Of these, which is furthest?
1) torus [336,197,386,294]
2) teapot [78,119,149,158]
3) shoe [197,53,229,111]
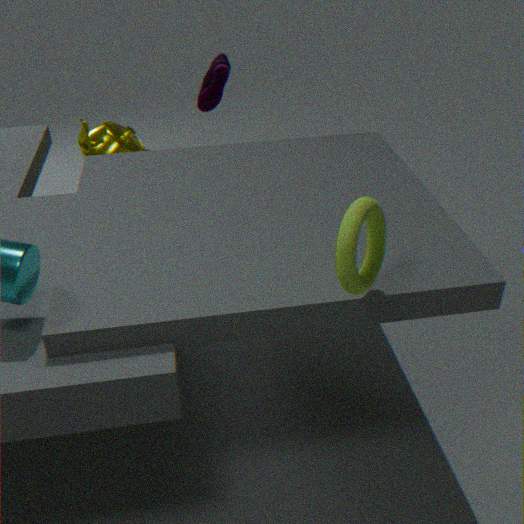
3. shoe [197,53,229,111]
